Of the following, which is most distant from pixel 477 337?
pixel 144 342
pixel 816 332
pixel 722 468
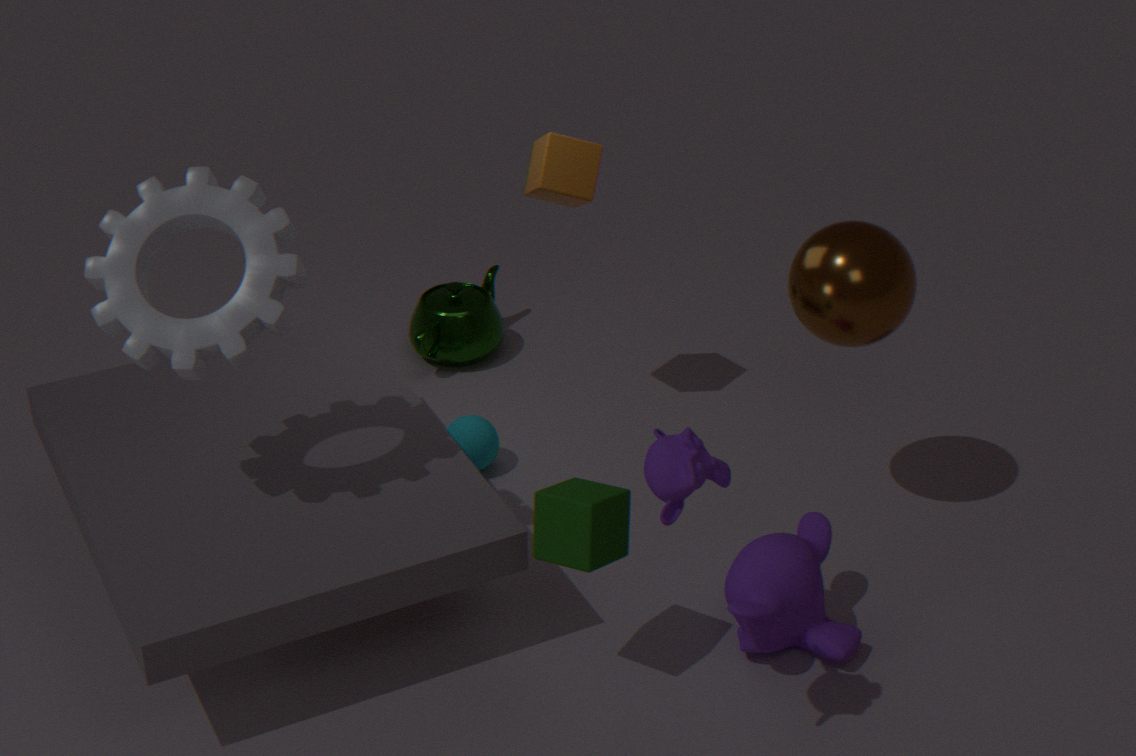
pixel 722 468
